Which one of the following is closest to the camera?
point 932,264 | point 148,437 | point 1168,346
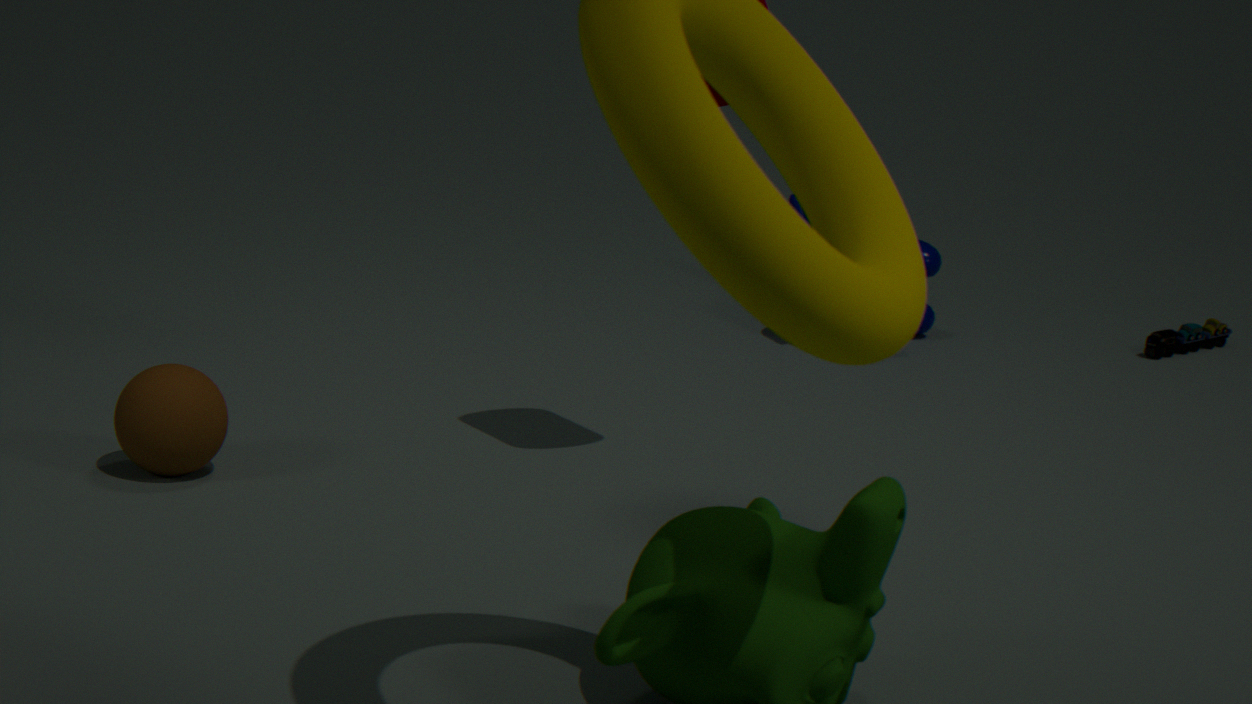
point 148,437
